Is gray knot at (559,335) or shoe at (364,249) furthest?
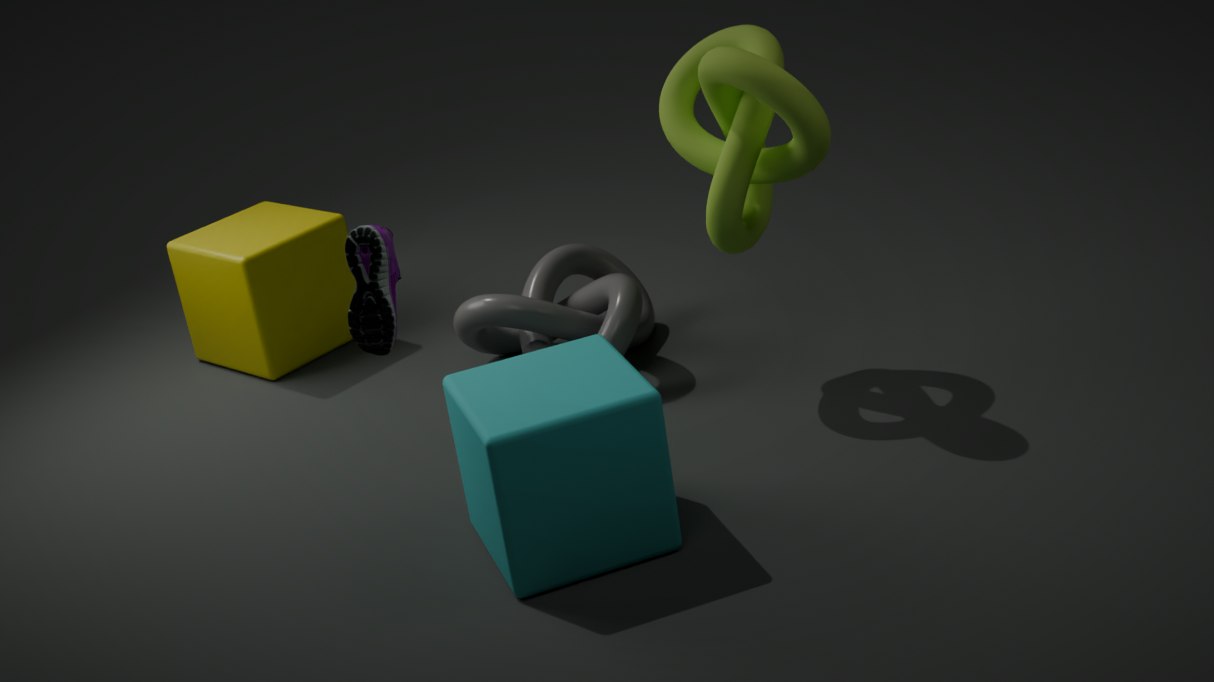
gray knot at (559,335)
